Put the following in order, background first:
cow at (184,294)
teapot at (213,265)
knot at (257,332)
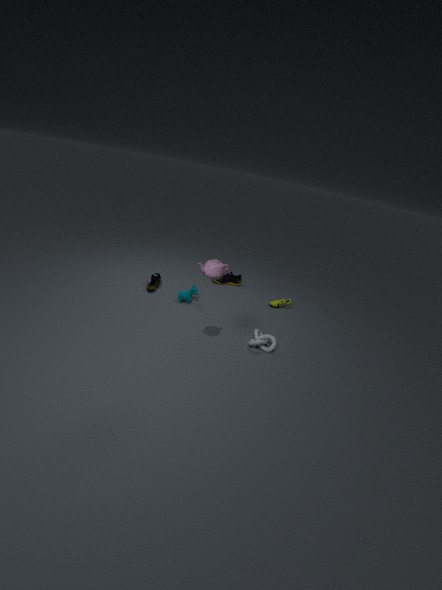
cow at (184,294)
knot at (257,332)
teapot at (213,265)
